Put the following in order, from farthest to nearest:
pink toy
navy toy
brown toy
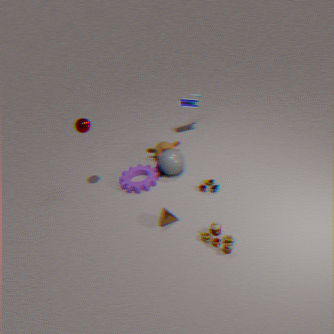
navy toy → pink toy → brown toy
